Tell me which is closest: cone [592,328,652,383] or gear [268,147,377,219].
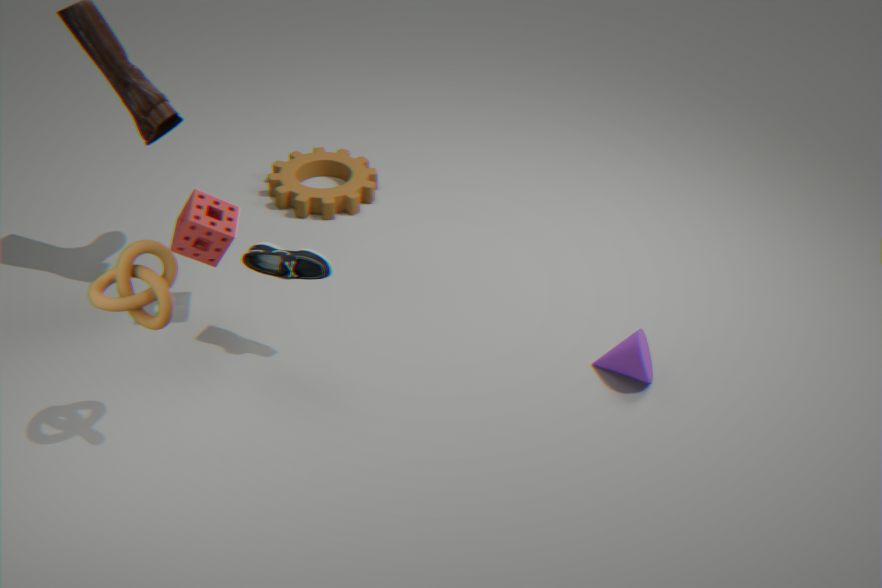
cone [592,328,652,383]
